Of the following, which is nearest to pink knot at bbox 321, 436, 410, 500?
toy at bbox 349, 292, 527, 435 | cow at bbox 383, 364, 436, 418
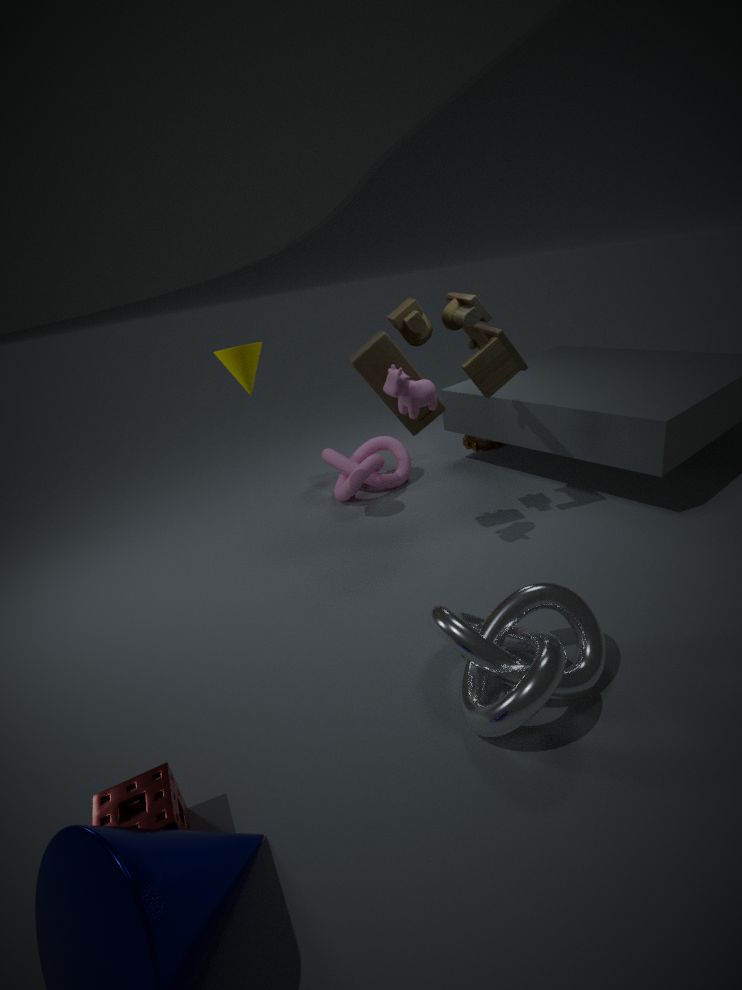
toy at bbox 349, 292, 527, 435
